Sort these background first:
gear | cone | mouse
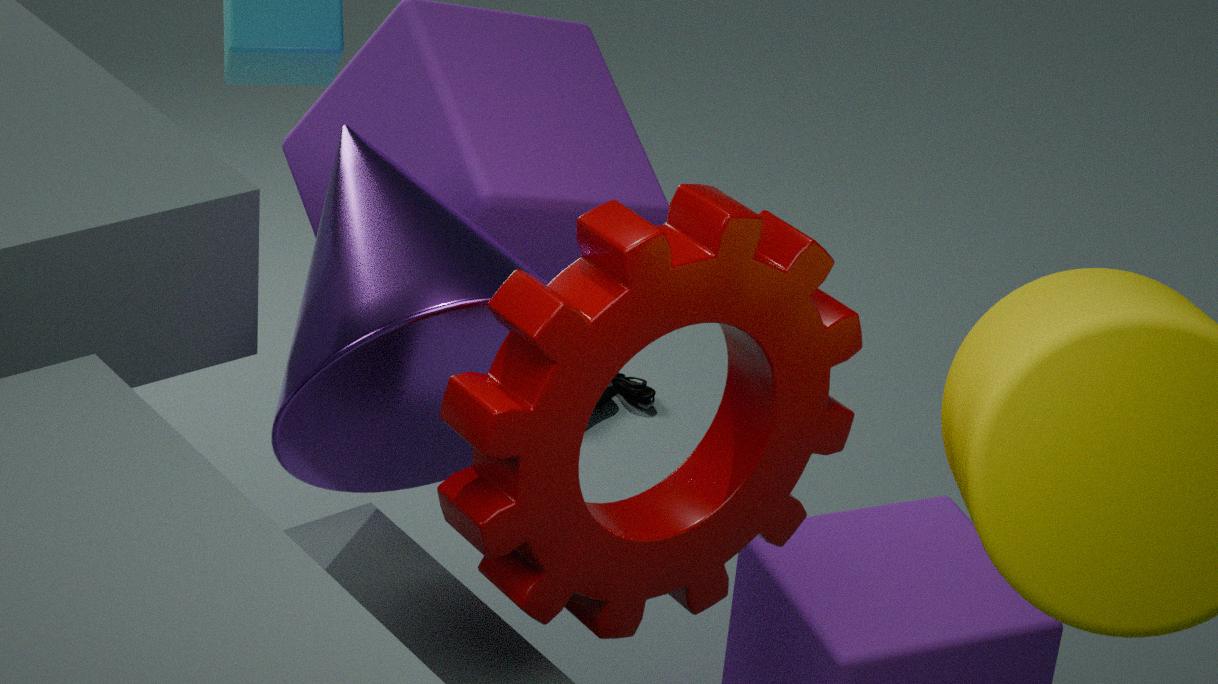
mouse → cone → gear
